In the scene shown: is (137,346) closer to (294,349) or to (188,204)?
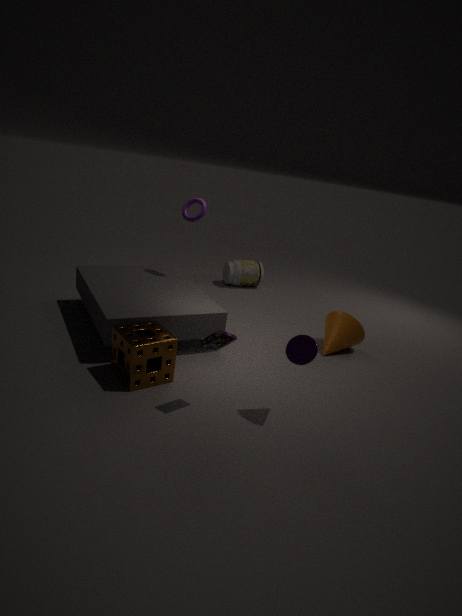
(294,349)
